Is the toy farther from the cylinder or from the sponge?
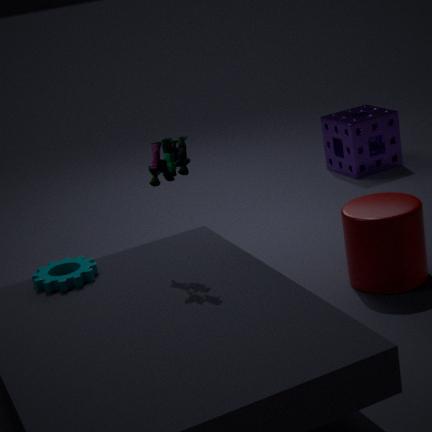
the sponge
